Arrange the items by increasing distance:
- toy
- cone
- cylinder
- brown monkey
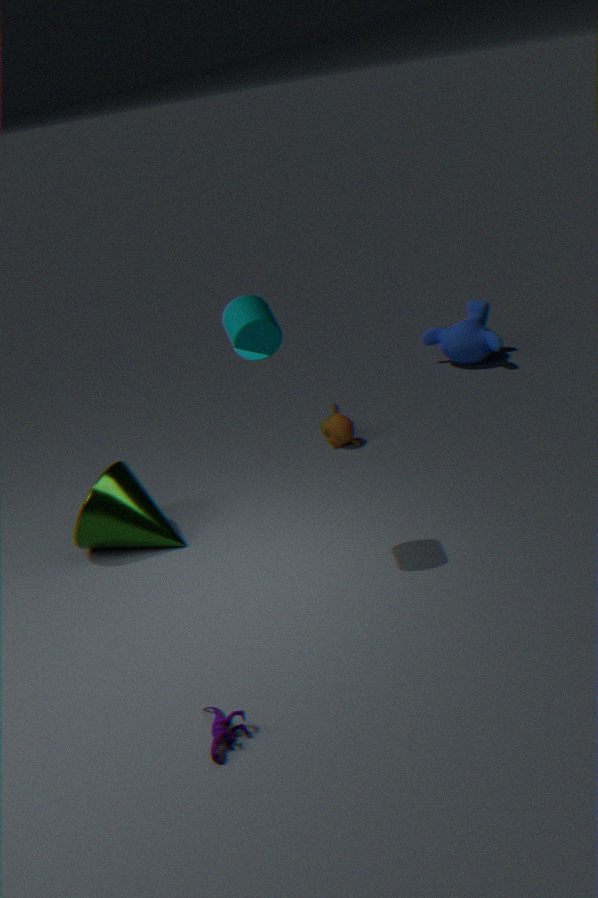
toy, cylinder, cone, brown monkey
